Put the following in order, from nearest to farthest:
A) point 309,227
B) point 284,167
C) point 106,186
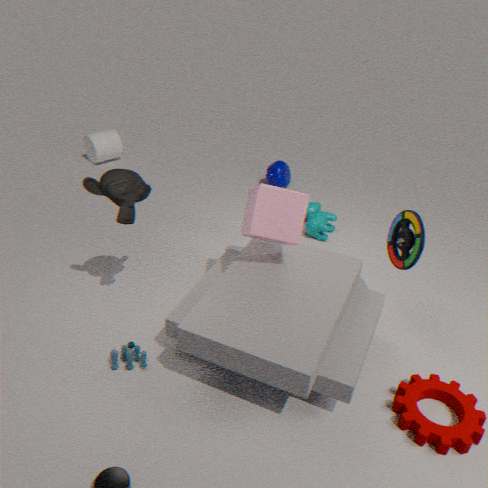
point 106,186
point 309,227
point 284,167
